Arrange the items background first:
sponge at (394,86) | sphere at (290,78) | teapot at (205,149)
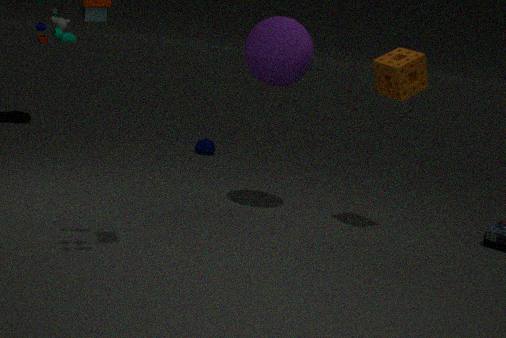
teapot at (205,149) < sphere at (290,78) < sponge at (394,86)
